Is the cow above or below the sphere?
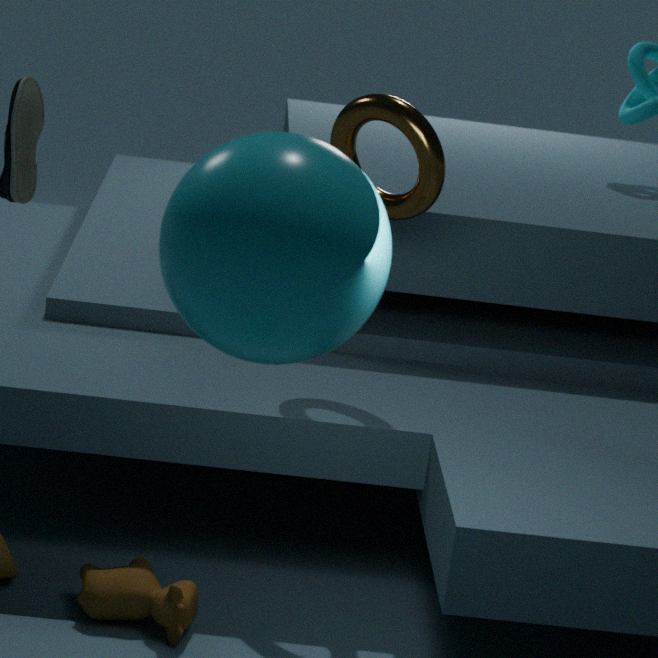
below
